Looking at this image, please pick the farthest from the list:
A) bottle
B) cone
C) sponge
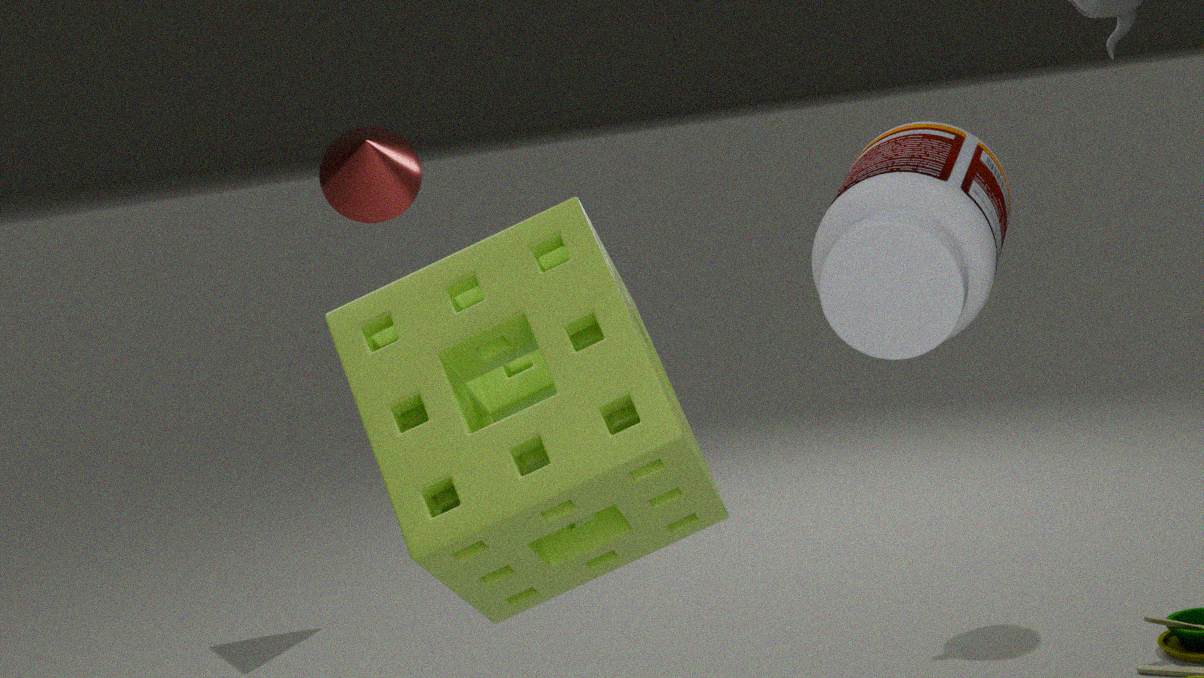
cone
